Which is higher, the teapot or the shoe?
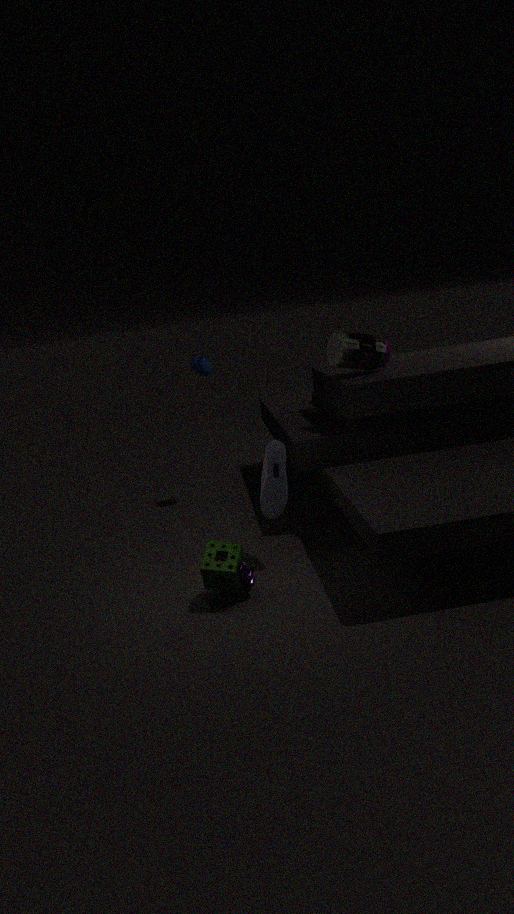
the teapot
